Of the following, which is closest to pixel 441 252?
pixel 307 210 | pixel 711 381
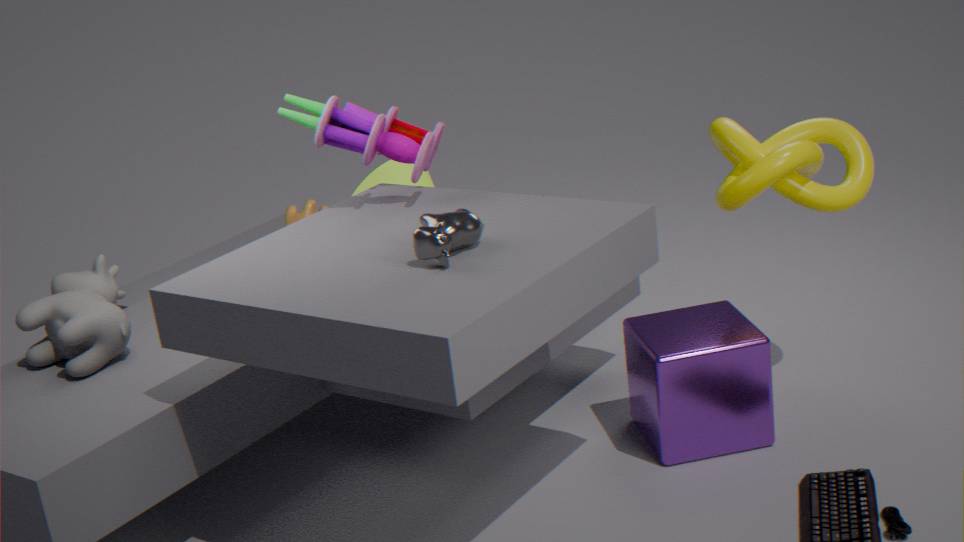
pixel 307 210
